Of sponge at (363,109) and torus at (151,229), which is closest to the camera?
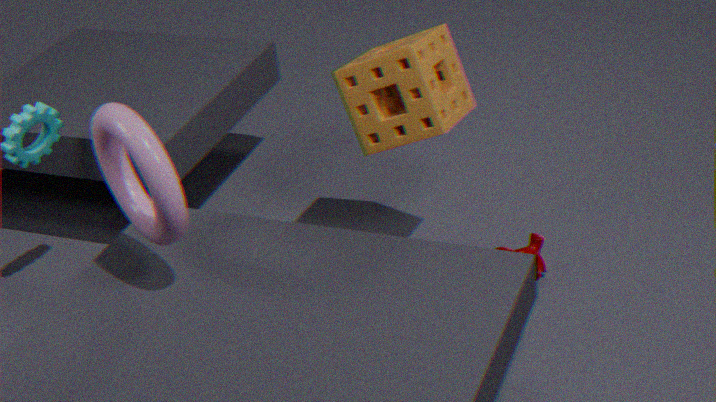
torus at (151,229)
